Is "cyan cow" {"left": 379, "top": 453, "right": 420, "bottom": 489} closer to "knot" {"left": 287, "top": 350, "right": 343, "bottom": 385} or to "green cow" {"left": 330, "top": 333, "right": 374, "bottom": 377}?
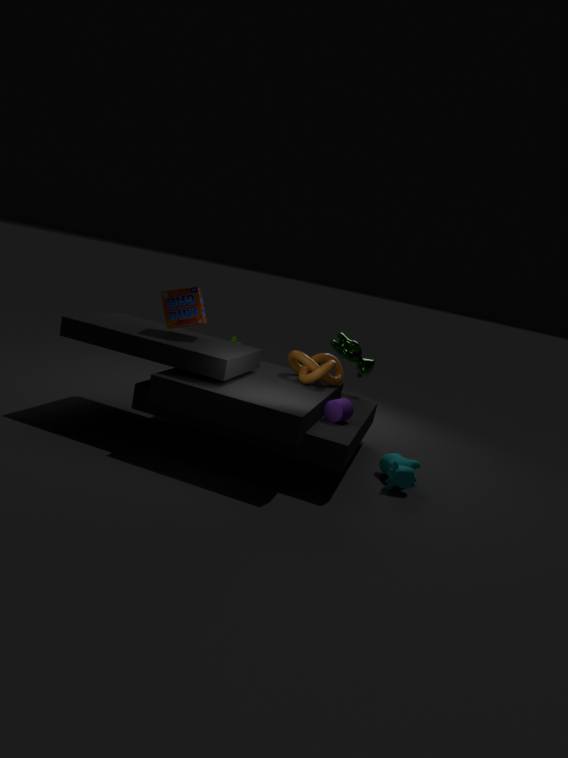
"knot" {"left": 287, "top": 350, "right": 343, "bottom": 385}
